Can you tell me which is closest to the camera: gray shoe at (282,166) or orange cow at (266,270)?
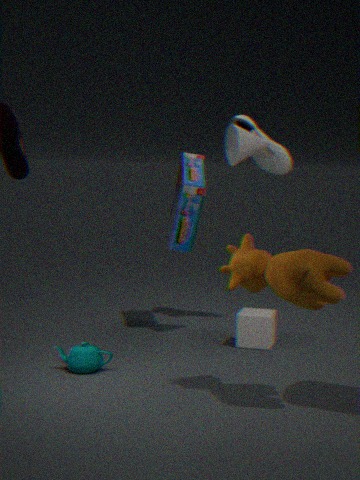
orange cow at (266,270)
